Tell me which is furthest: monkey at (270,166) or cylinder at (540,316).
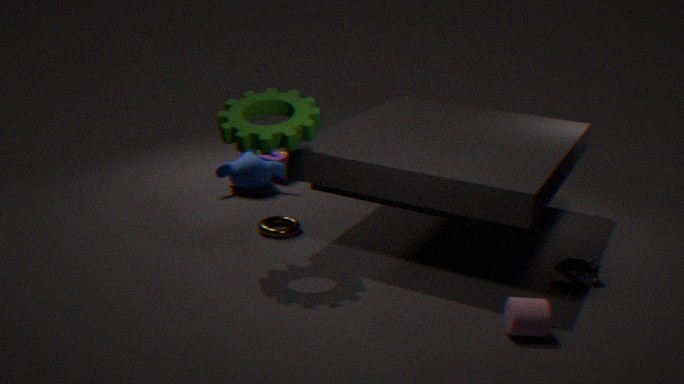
monkey at (270,166)
